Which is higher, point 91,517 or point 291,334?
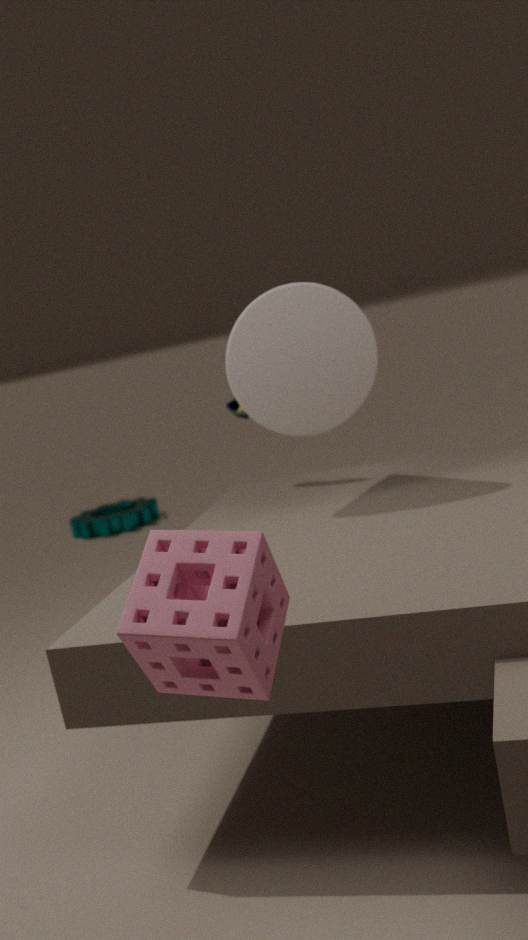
point 291,334
